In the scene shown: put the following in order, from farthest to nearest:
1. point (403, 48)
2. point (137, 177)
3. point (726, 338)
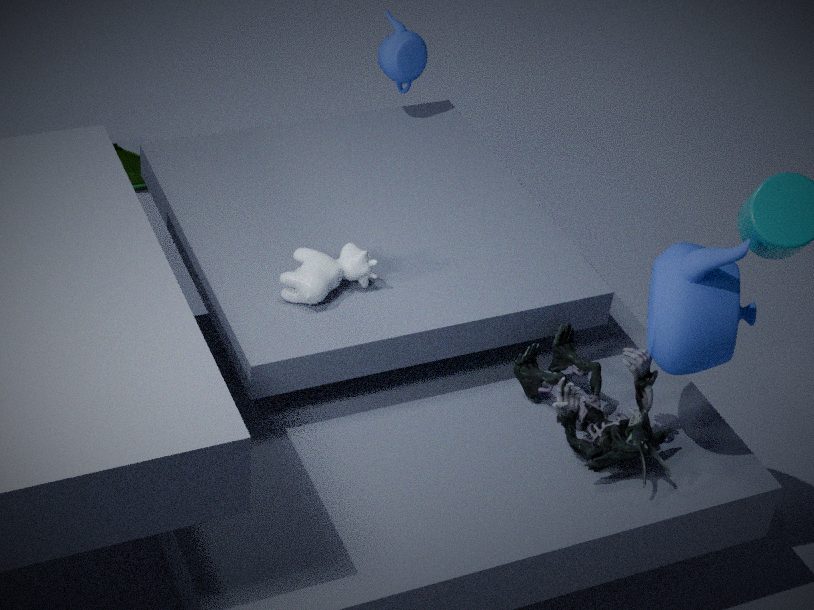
point (137, 177) → point (403, 48) → point (726, 338)
